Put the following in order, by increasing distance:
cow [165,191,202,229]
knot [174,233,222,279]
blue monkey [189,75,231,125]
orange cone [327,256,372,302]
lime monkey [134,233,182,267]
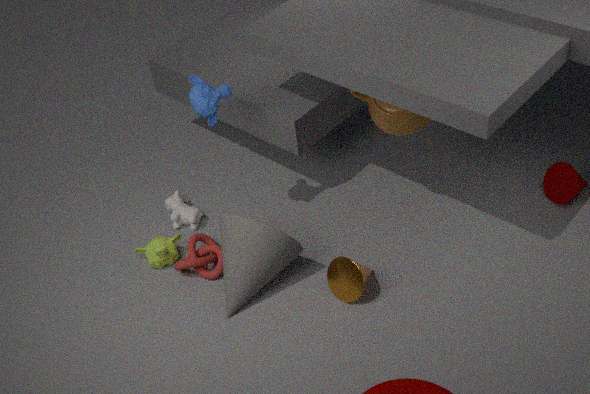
orange cone [327,256,372,302] < blue monkey [189,75,231,125] < knot [174,233,222,279] < lime monkey [134,233,182,267] < cow [165,191,202,229]
